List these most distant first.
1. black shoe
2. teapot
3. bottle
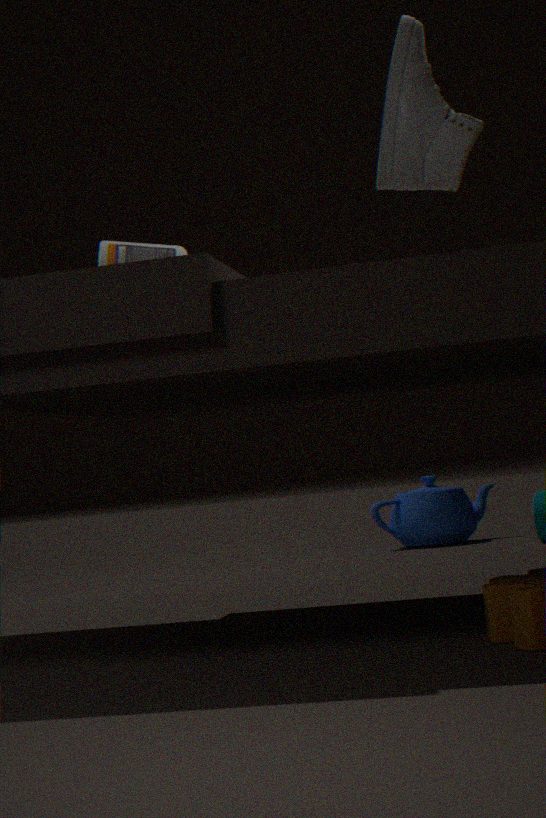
teapot < bottle < black shoe
